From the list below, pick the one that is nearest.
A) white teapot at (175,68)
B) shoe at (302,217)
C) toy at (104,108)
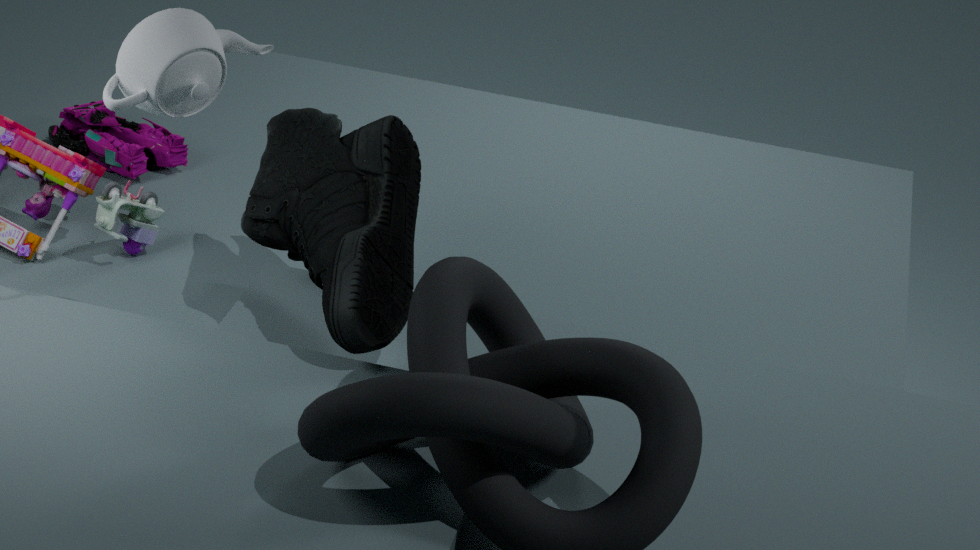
white teapot at (175,68)
